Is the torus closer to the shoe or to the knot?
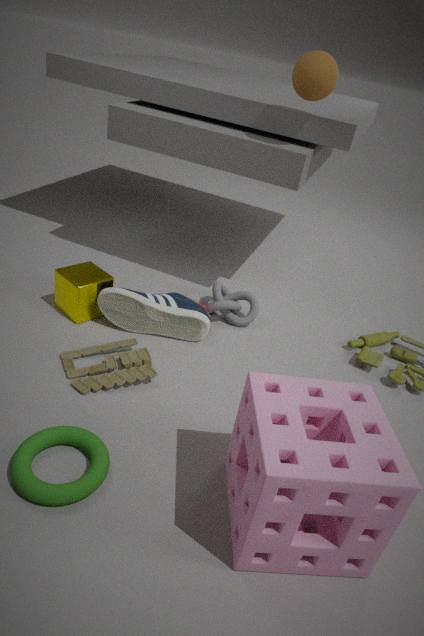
the shoe
